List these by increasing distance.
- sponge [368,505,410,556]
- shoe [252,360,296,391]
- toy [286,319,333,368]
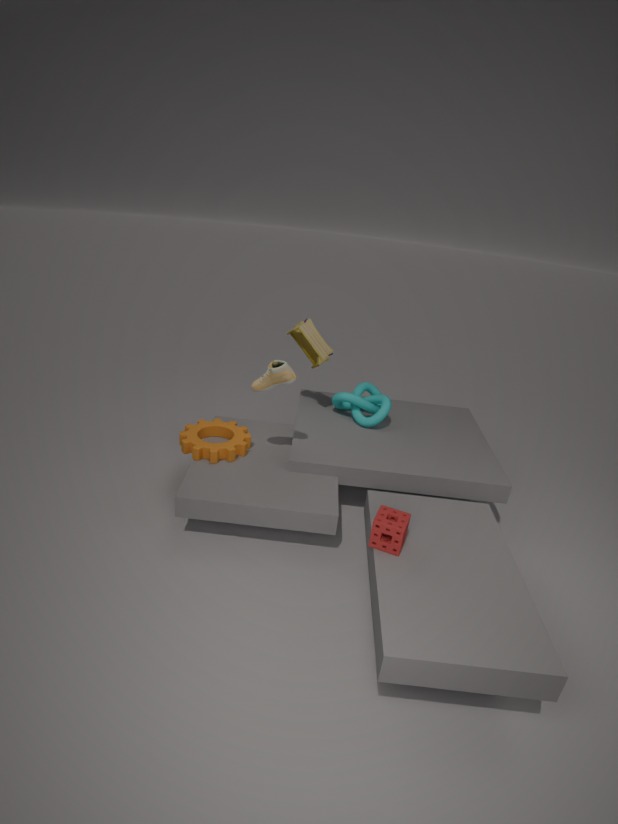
sponge [368,505,410,556] → shoe [252,360,296,391] → toy [286,319,333,368]
